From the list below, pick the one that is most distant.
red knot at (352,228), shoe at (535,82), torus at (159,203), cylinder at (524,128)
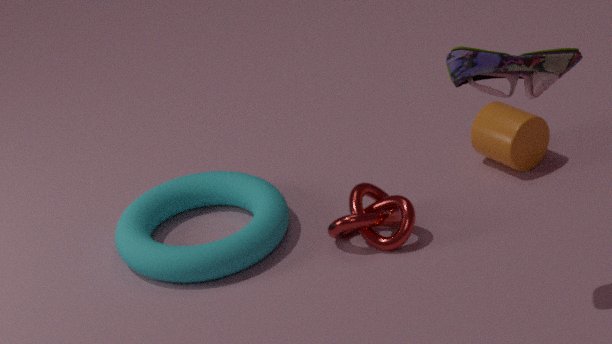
cylinder at (524,128)
